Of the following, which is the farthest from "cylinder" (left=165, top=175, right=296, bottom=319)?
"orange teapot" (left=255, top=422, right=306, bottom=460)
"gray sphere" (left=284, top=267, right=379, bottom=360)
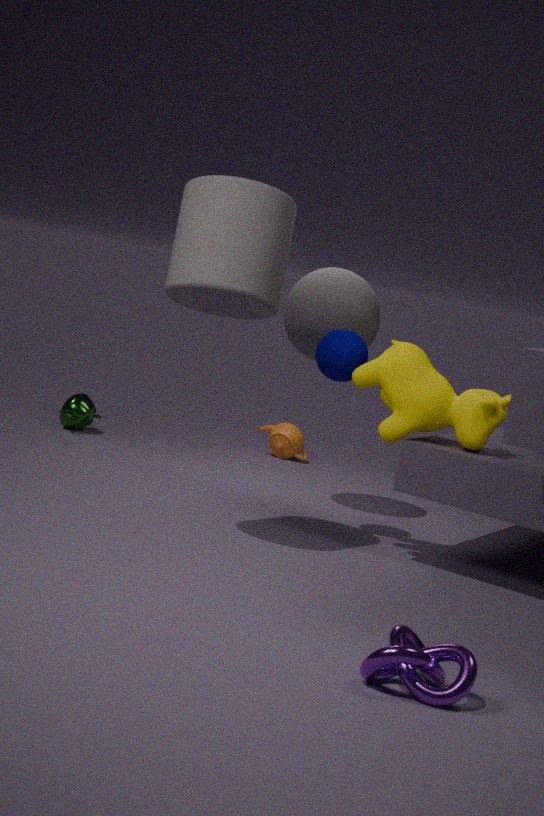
"orange teapot" (left=255, top=422, right=306, bottom=460)
